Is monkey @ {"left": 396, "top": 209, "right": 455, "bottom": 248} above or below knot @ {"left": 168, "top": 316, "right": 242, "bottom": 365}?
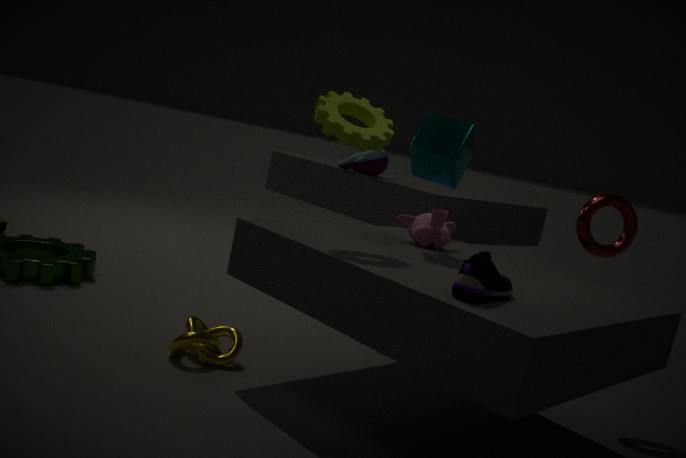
above
